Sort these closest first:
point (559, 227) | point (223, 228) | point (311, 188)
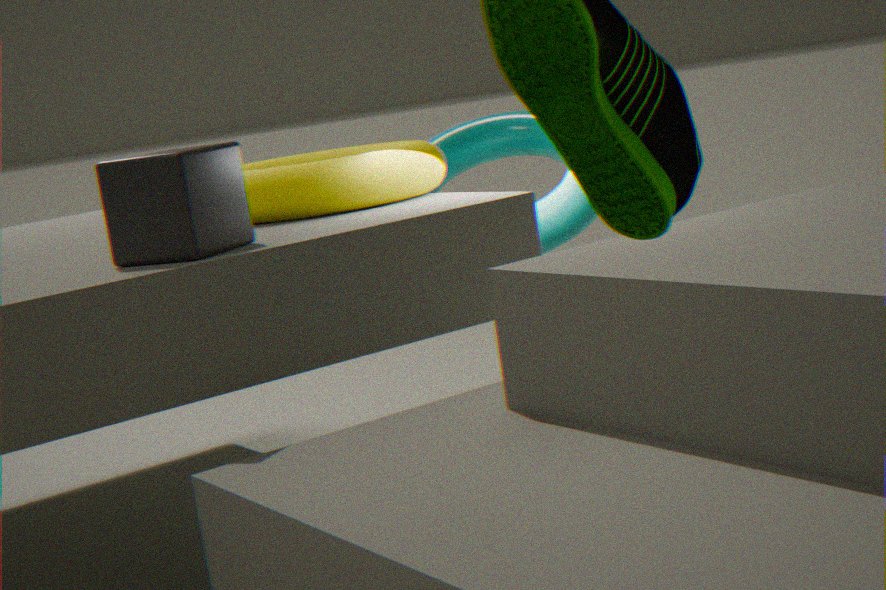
point (223, 228), point (311, 188), point (559, 227)
